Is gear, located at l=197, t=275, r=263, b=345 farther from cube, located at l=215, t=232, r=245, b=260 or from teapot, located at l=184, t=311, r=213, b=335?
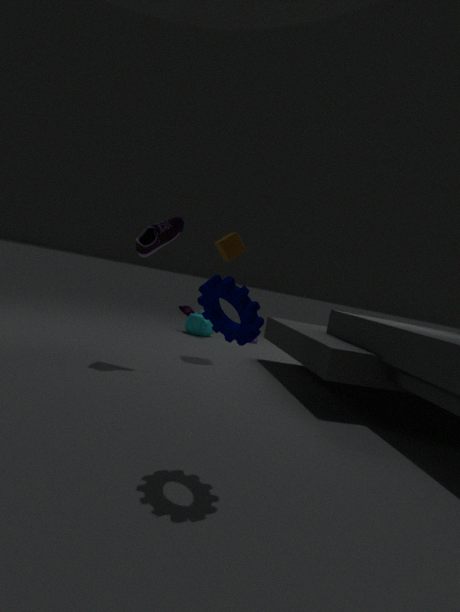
teapot, located at l=184, t=311, r=213, b=335
